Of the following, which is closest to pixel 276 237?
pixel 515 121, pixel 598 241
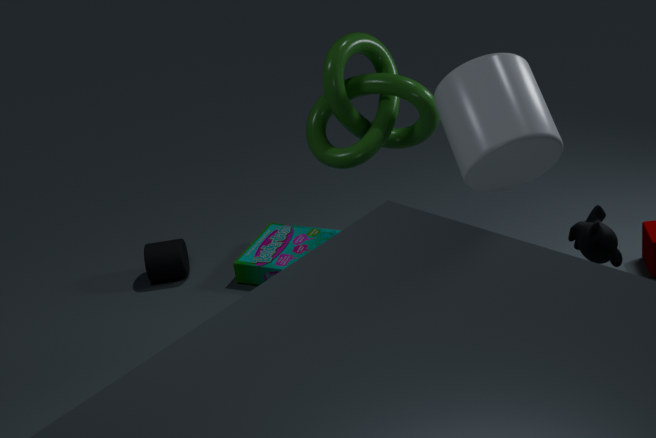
pixel 515 121
